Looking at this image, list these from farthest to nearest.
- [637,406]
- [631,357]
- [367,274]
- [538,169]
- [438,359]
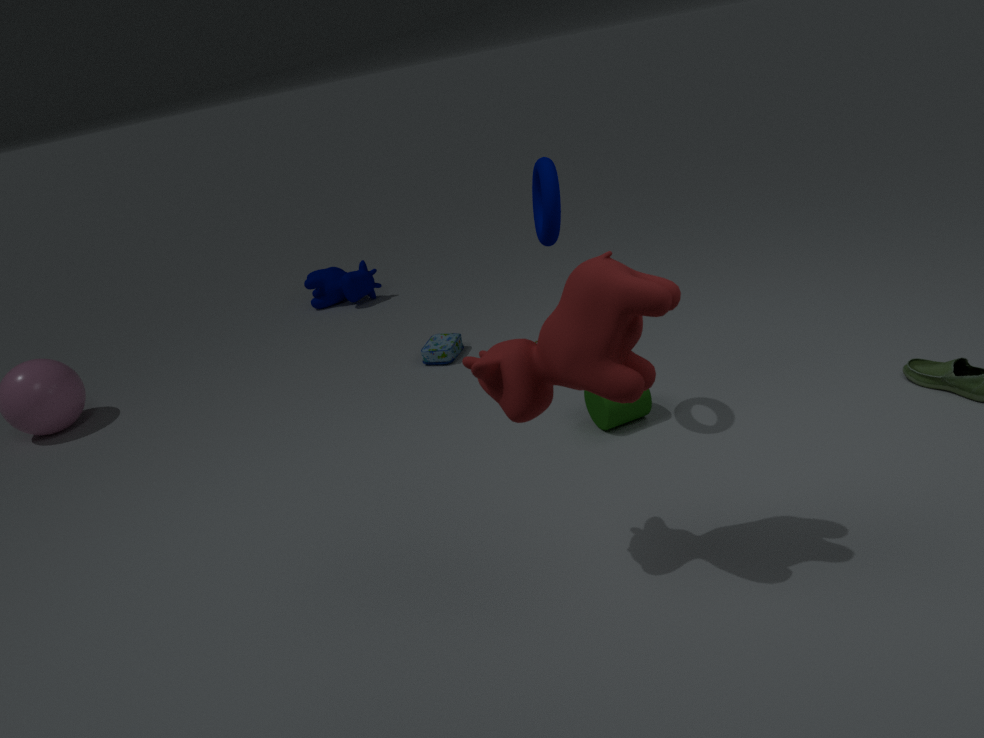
[367,274] < [438,359] < [637,406] < [538,169] < [631,357]
